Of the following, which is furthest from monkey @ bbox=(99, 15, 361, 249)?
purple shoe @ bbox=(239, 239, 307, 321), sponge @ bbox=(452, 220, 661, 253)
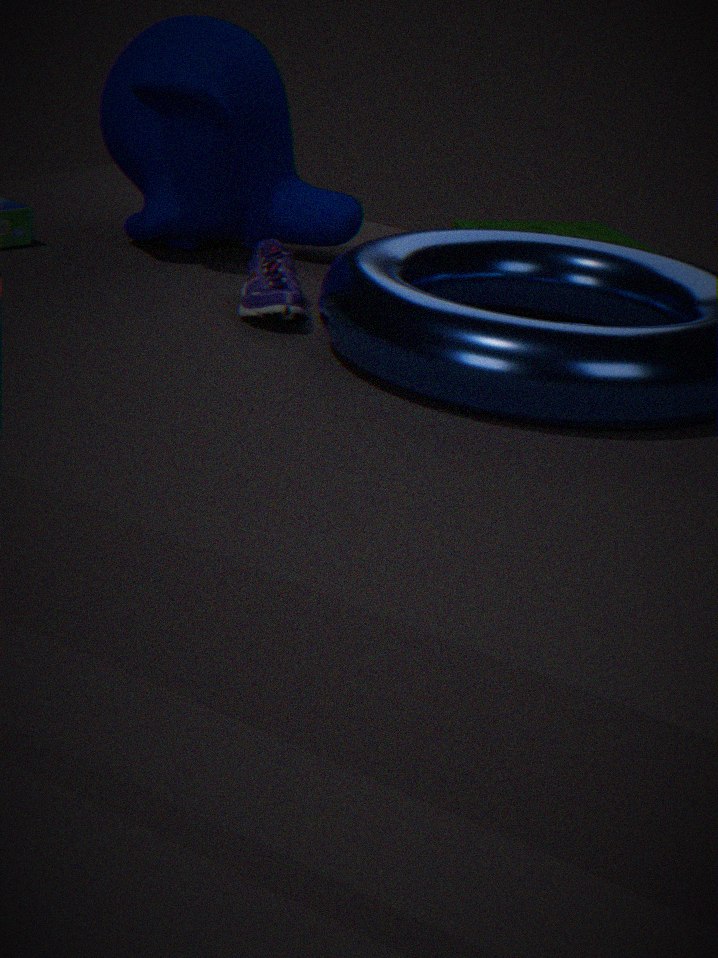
sponge @ bbox=(452, 220, 661, 253)
